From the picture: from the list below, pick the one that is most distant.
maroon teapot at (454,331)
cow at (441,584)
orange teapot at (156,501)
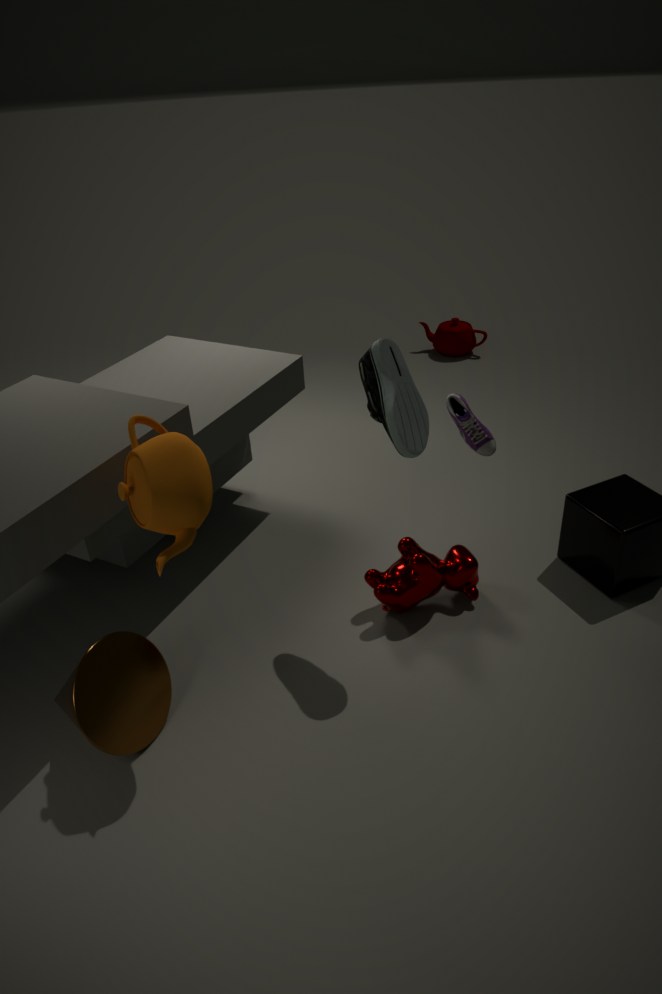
maroon teapot at (454,331)
